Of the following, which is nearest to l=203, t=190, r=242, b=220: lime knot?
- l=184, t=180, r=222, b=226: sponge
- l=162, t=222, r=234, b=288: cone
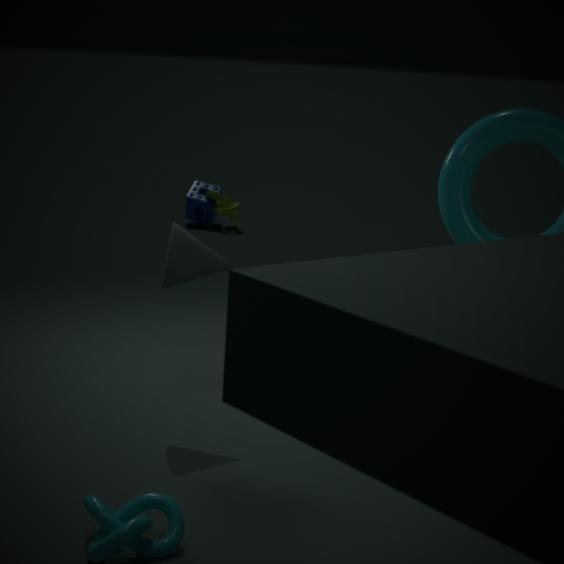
l=184, t=180, r=222, b=226: sponge
